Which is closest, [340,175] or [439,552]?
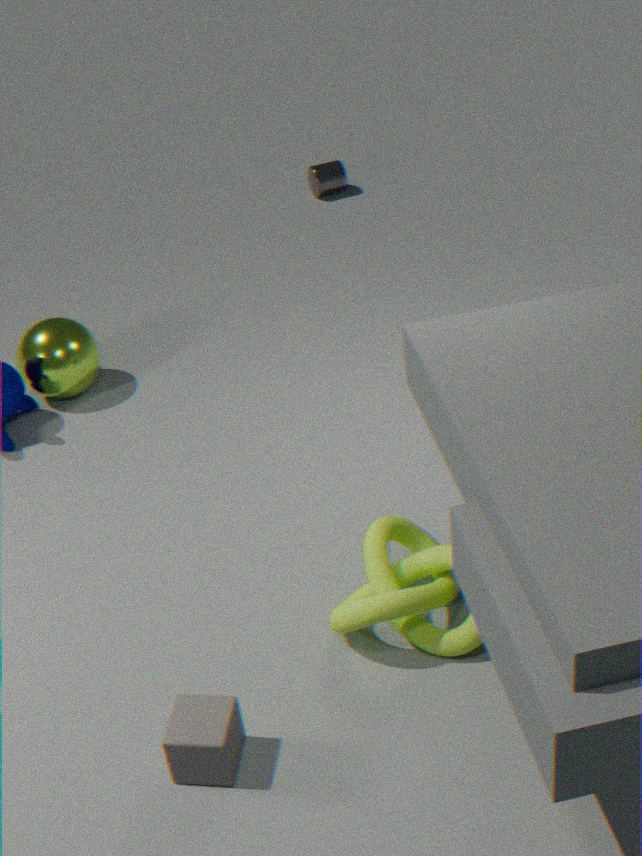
[439,552]
